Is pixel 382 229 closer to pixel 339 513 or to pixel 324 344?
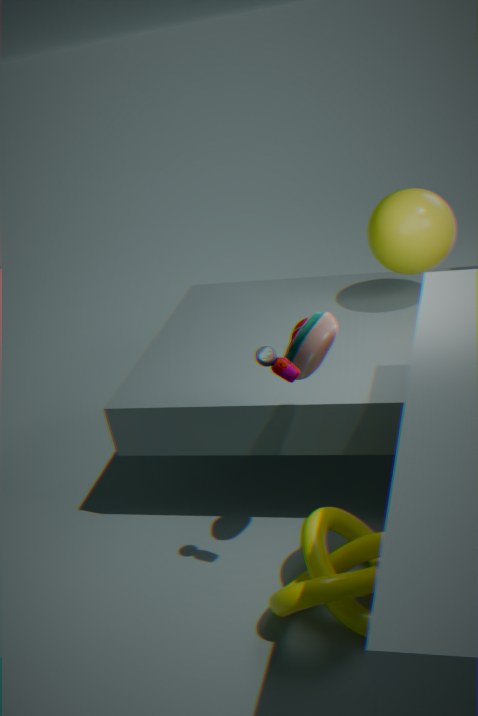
pixel 324 344
